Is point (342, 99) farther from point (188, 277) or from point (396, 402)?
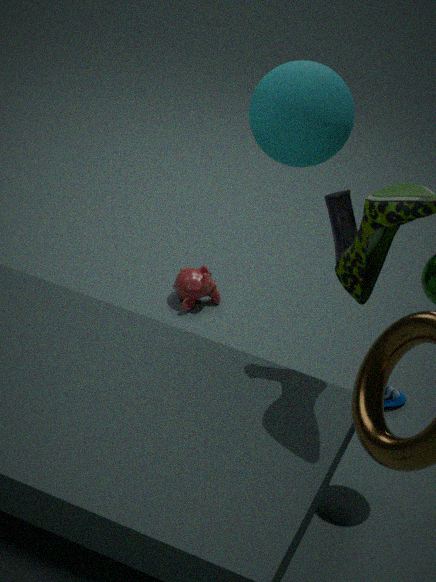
point (396, 402)
